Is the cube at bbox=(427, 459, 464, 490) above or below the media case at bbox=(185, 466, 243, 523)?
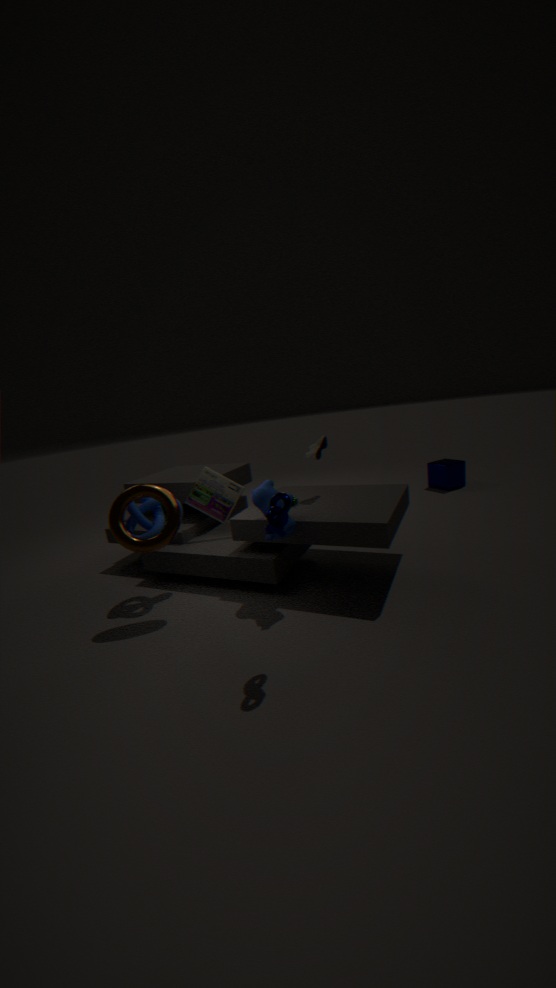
below
